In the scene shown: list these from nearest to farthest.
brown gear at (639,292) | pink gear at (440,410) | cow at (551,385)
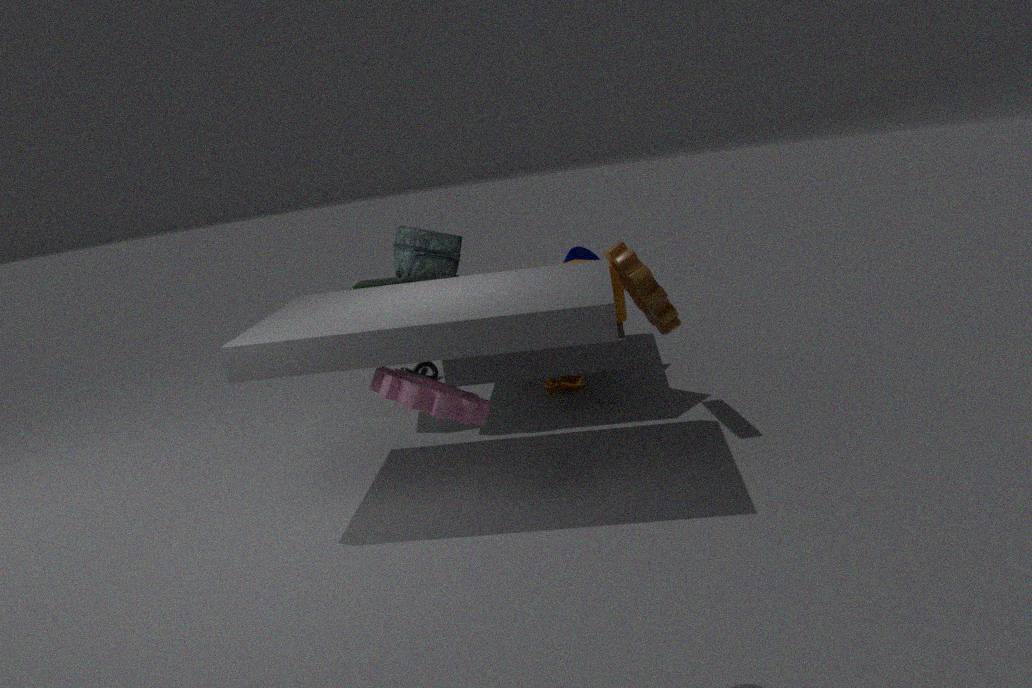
pink gear at (440,410) < brown gear at (639,292) < cow at (551,385)
